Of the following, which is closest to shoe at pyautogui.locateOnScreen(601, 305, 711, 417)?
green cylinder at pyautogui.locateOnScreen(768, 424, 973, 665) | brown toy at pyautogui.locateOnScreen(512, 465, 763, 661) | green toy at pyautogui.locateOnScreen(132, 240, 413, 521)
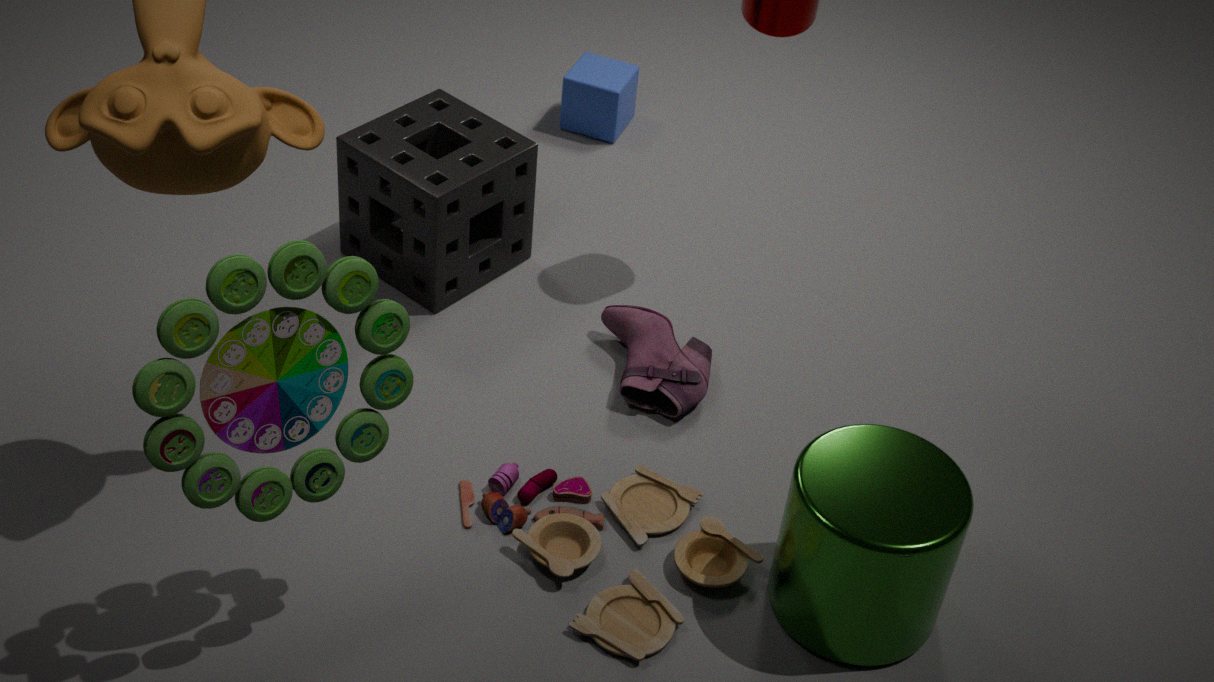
brown toy at pyautogui.locateOnScreen(512, 465, 763, 661)
